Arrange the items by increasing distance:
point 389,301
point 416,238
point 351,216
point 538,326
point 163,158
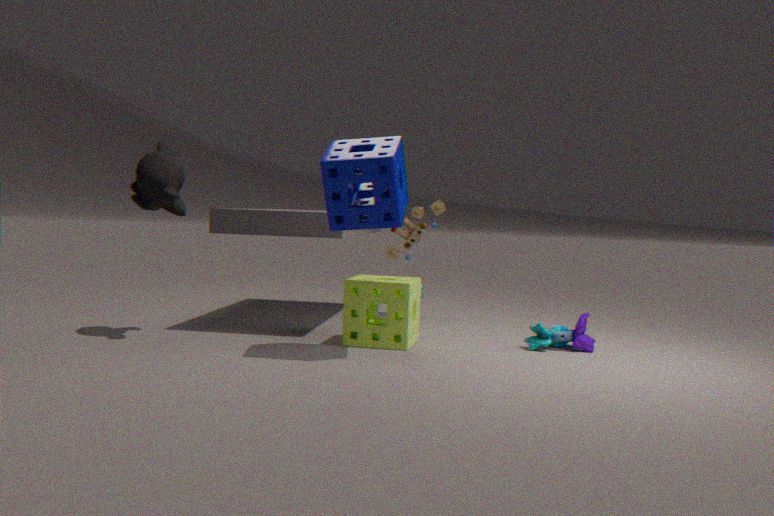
point 351,216 < point 389,301 < point 163,158 < point 538,326 < point 416,238
